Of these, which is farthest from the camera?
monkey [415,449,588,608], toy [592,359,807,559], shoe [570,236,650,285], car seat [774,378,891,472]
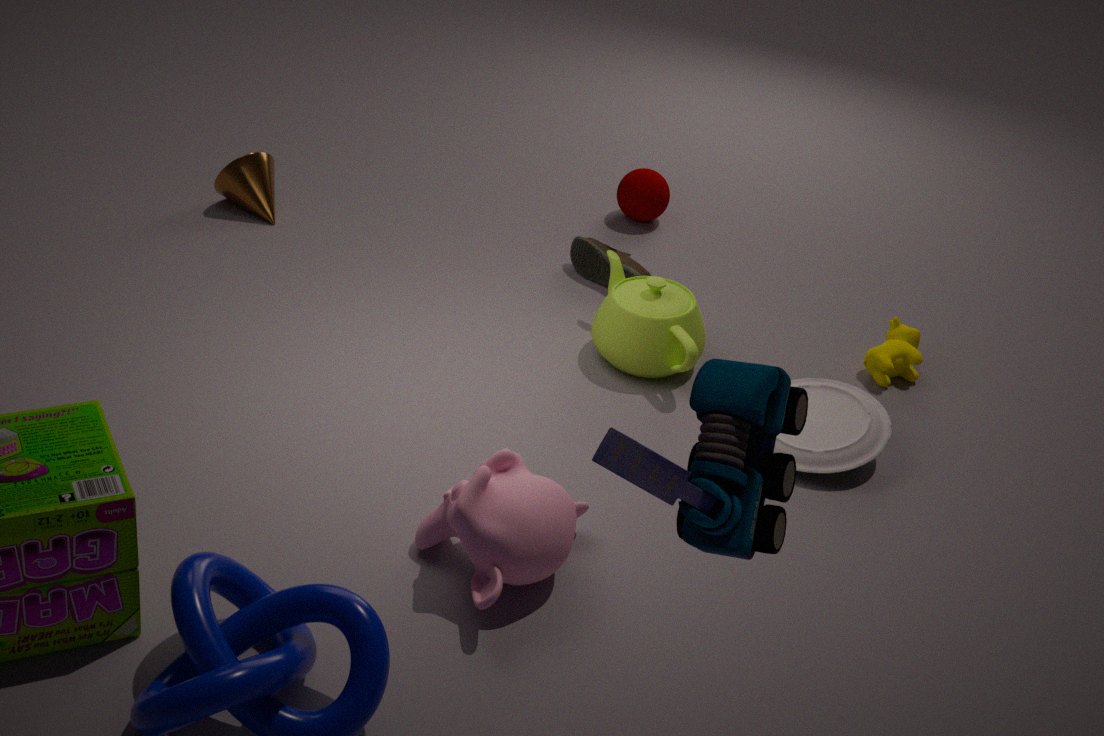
shoe [570,236,650,285]
